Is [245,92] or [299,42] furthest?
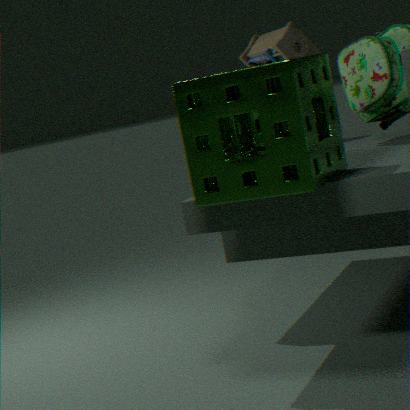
[299,42]
